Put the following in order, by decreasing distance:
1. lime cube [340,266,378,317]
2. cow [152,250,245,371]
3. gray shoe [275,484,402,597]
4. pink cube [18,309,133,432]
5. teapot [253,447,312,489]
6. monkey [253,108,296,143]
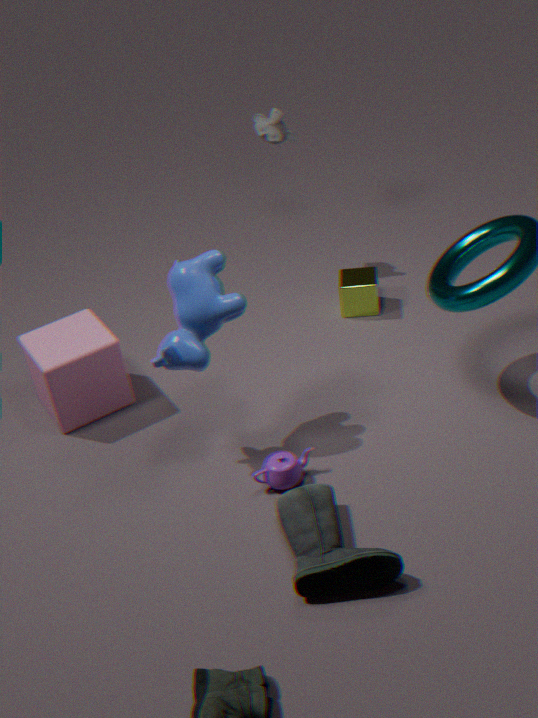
monkey [253,108,296,143], lime cube [340,266,378,317], pink cube [18,309,133,432], teapot [253,447,312,489], cow [152,250,245,371], gray shoe [275,484,402,597]
